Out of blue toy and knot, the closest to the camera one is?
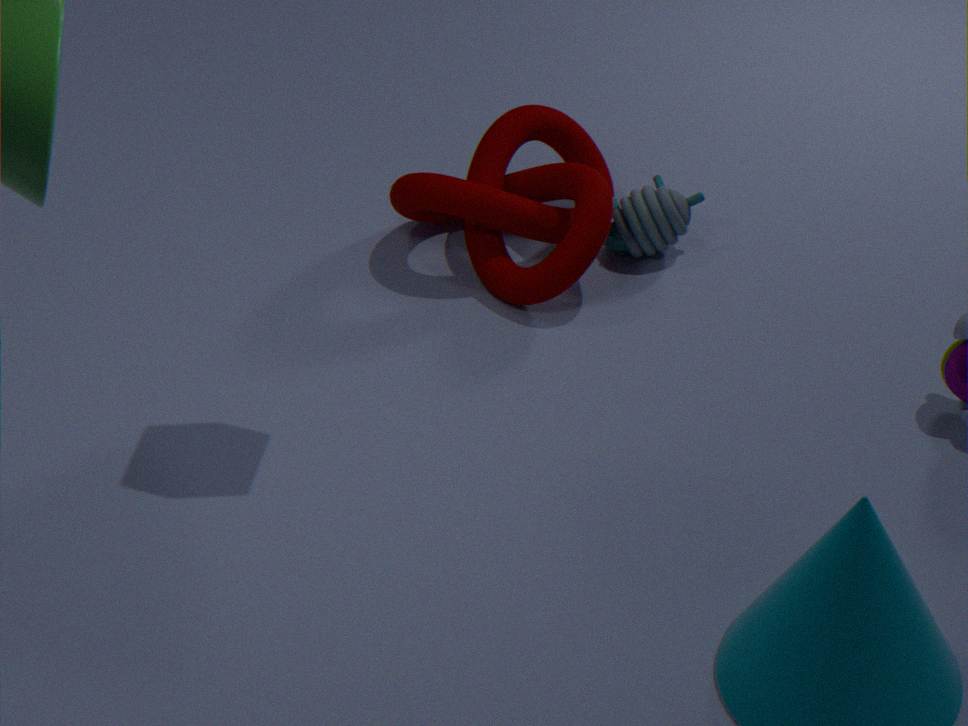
knot
